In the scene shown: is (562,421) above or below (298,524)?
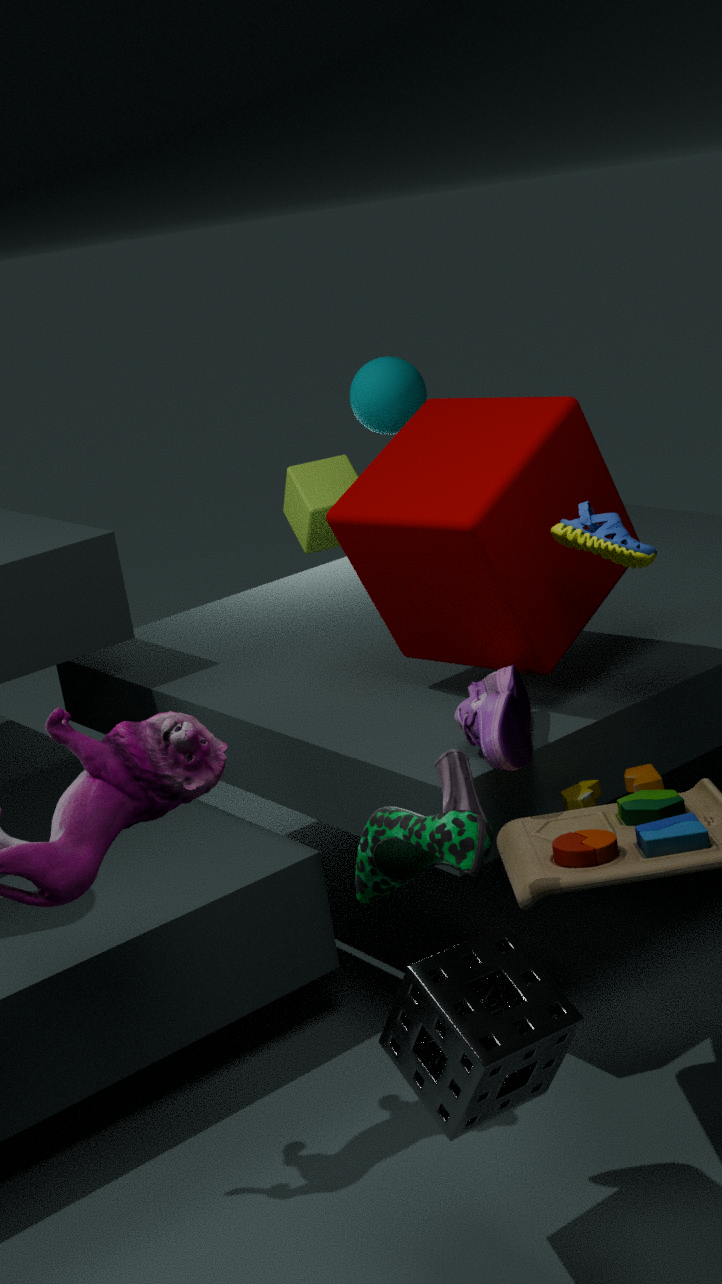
above
